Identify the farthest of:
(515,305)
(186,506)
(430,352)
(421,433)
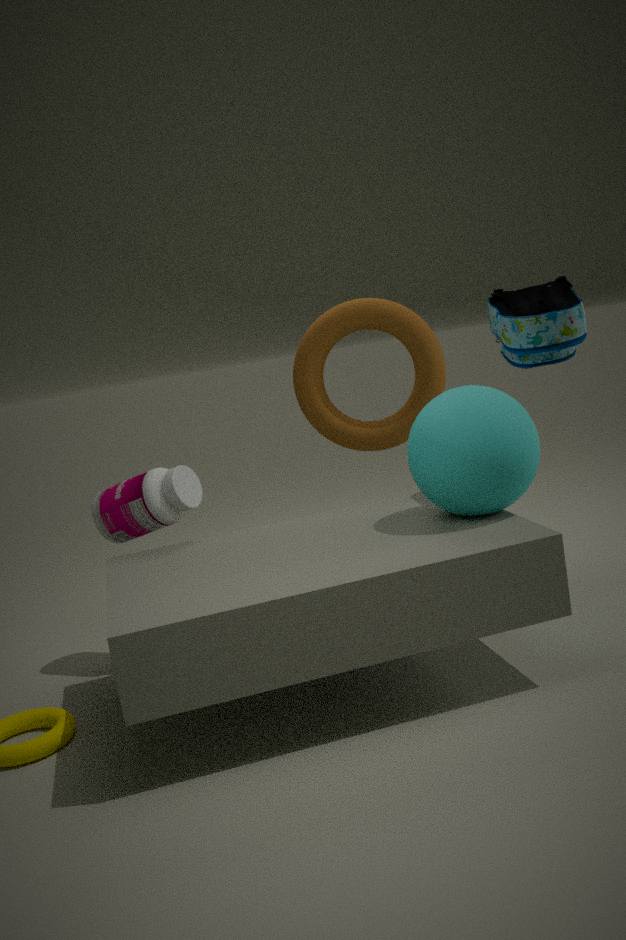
(430,352)
